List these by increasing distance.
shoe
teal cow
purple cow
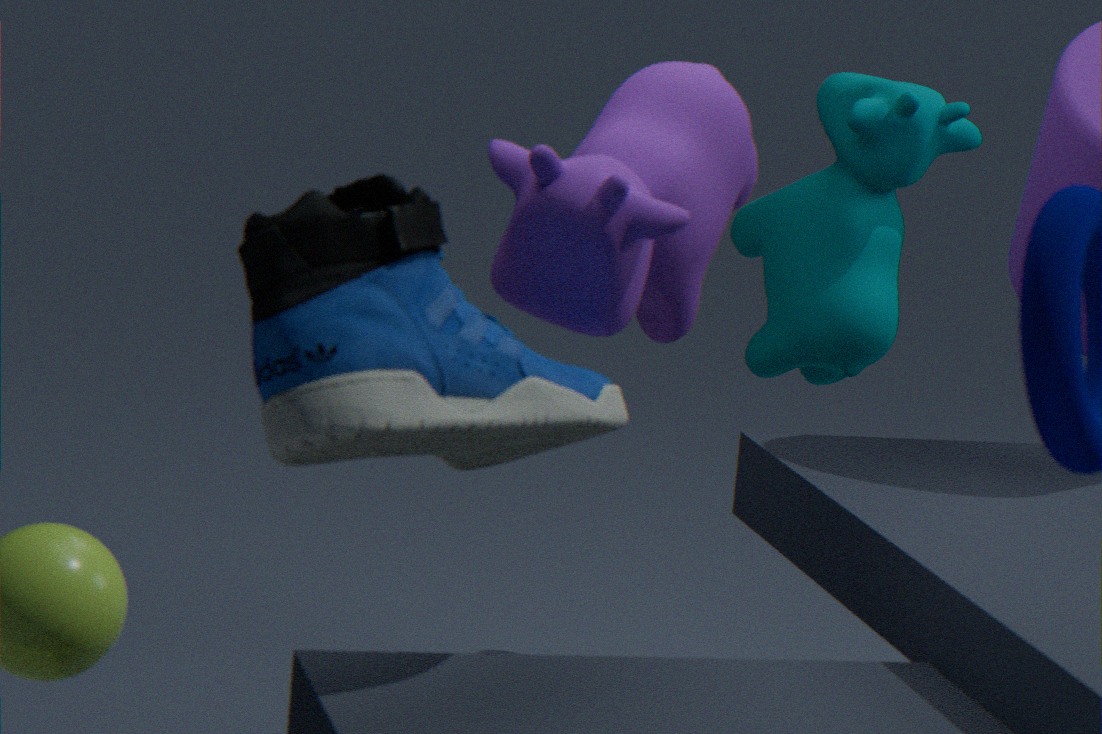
1. shoe
2. purple cow
3. teal cow
